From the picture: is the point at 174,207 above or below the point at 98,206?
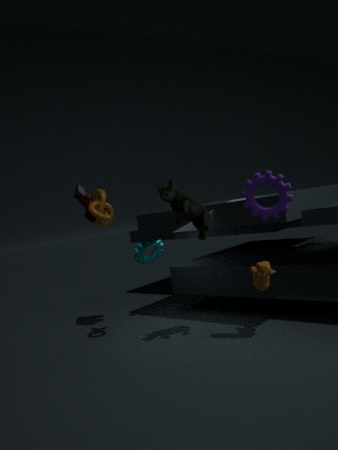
below
